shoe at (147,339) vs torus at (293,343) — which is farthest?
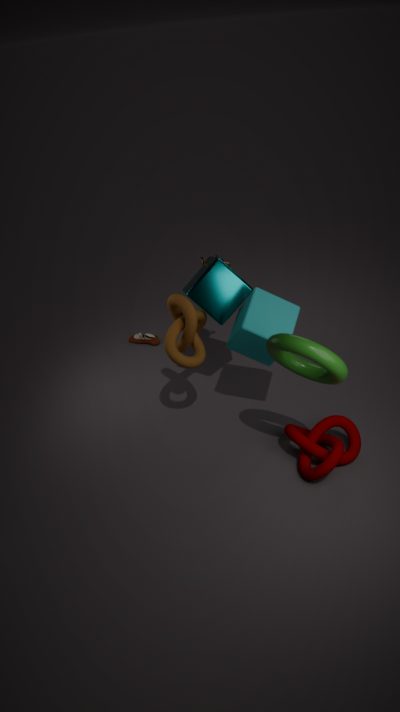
shoe at (147,339)
